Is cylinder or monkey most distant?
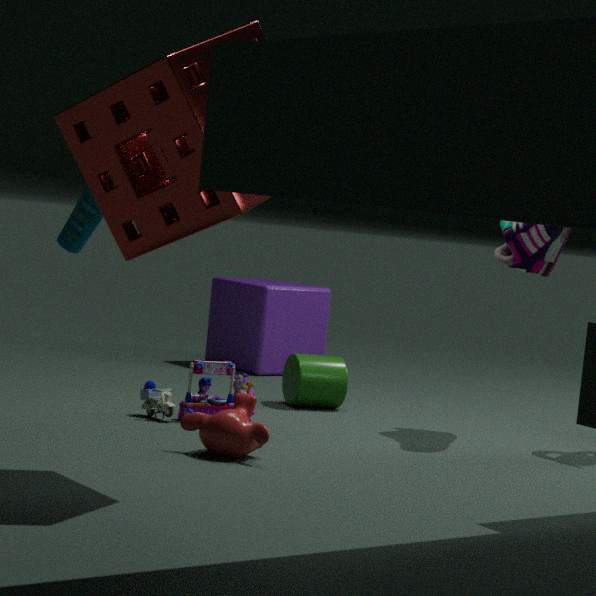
cylinder
